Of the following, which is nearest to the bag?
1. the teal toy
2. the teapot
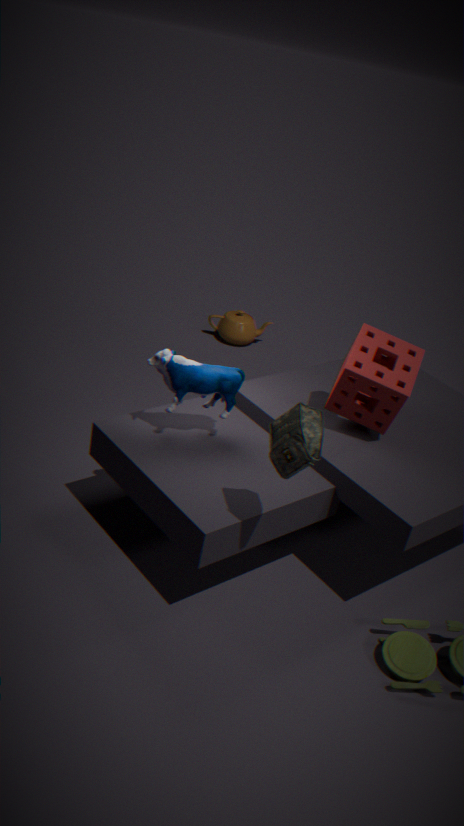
the teal toy
